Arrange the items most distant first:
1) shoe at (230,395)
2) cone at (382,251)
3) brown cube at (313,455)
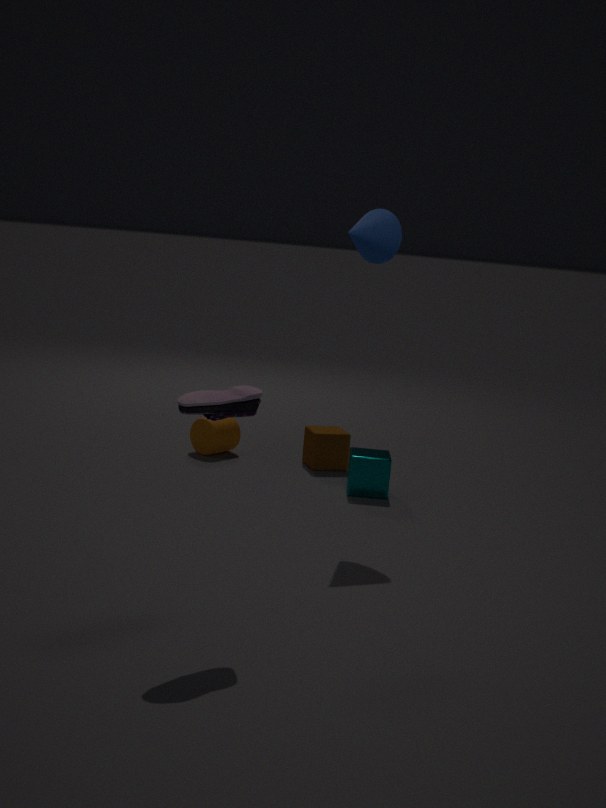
3. brown cube at (313,455), 2. cone at (382,251), 1. shoe at (230,395)
